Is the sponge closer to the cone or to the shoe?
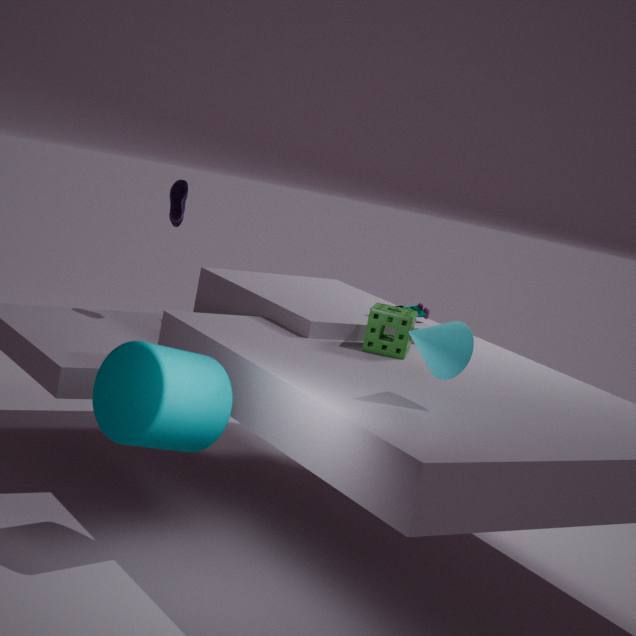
the cone
